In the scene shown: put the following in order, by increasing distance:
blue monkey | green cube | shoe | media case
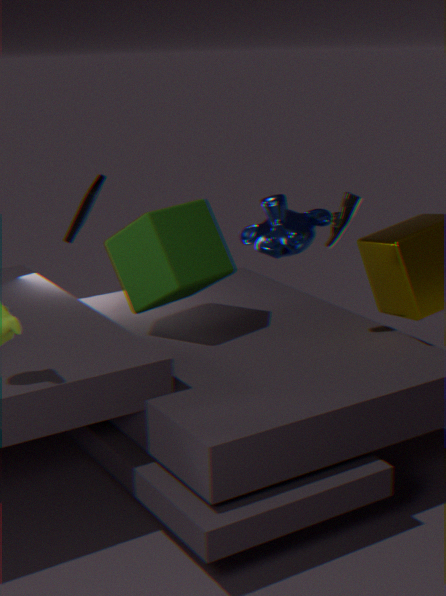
1. shoe
2. green cube
3. media case
4. blue monkey
